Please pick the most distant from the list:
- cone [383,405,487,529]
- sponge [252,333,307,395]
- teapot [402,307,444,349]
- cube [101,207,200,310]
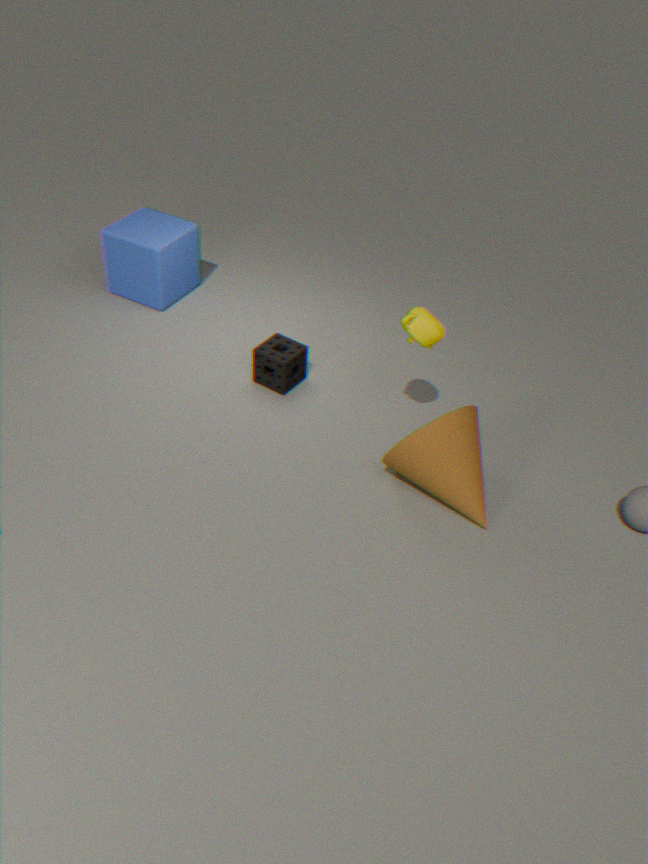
cube [101,207,200,310]
